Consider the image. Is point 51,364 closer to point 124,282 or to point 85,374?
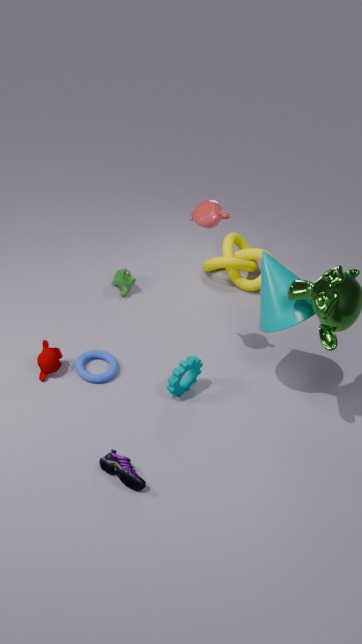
point 85,374
